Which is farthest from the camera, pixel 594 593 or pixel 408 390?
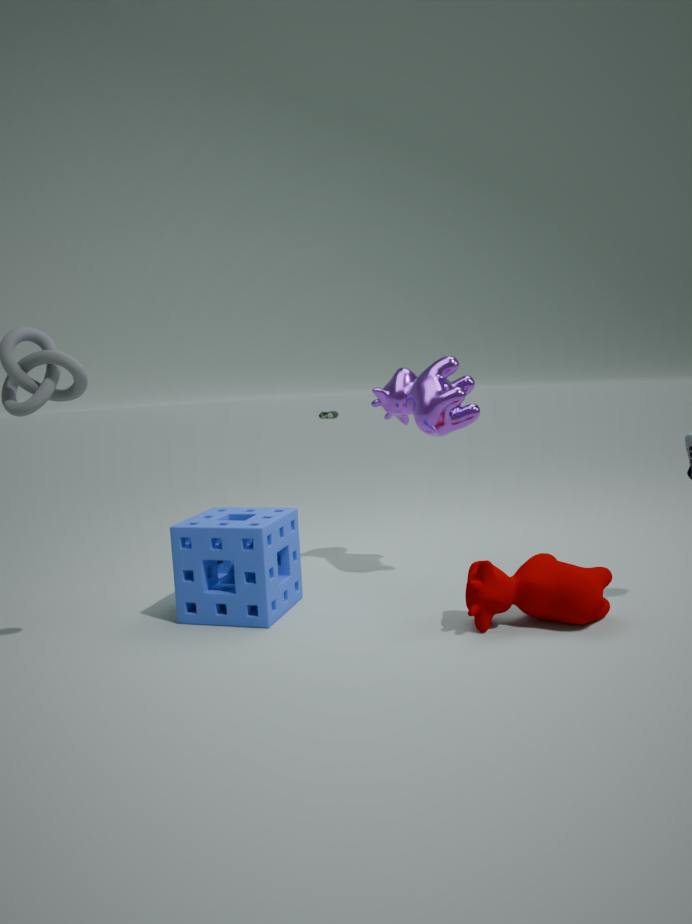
pixel 408 390
